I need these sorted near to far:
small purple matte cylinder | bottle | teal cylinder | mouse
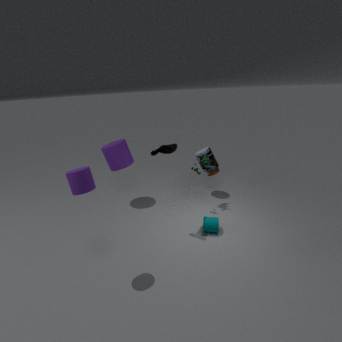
small purple matte cylinder < mouse < teal cylinder < bottle
